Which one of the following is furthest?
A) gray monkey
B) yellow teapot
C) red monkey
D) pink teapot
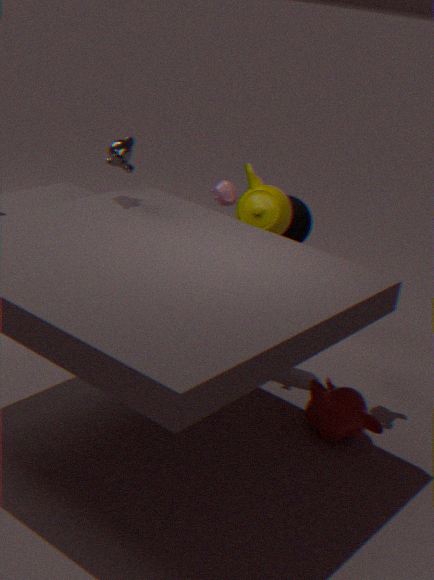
pink teapot
